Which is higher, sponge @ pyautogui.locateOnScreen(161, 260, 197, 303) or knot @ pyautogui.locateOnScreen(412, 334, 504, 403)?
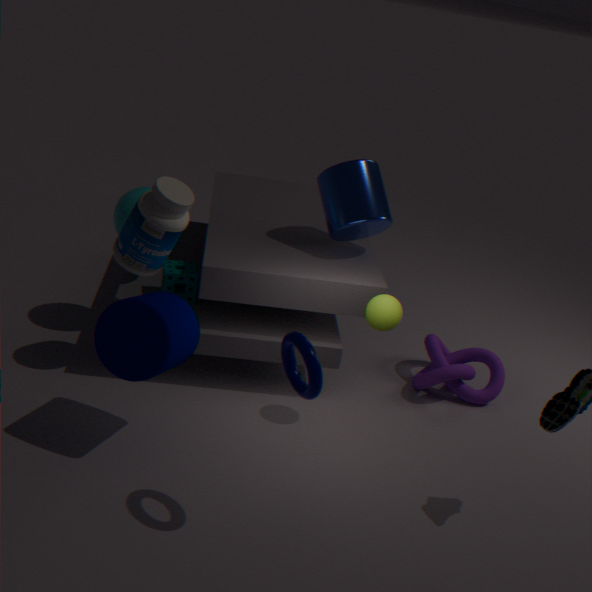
sponge @ pyautogui.locateOnScreen(161, 260, 197, 303)
